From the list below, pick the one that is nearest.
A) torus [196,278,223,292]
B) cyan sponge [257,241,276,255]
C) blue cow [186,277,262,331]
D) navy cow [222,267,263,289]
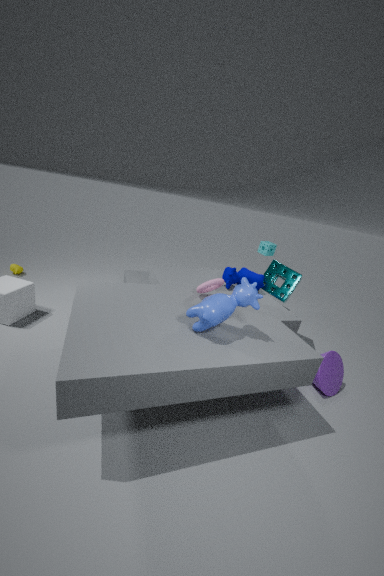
C. blue cow [186,277,262,331]
